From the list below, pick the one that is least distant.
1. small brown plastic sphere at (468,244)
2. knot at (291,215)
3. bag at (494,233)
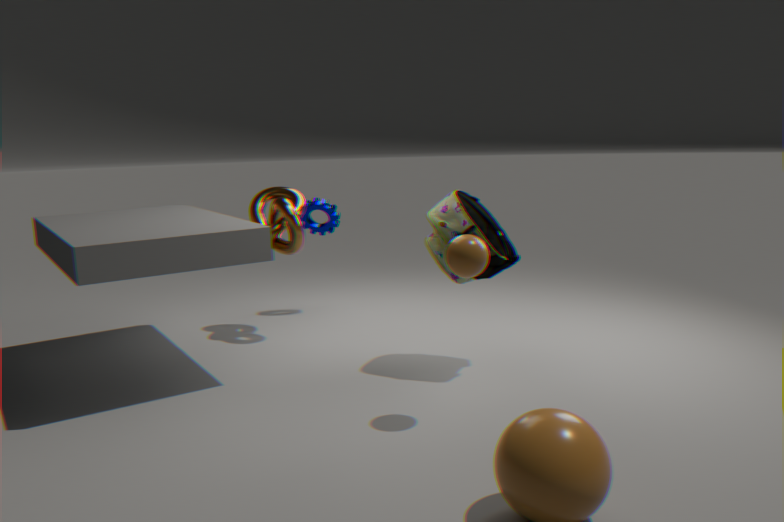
small brown plastic sphere at (468,244)
